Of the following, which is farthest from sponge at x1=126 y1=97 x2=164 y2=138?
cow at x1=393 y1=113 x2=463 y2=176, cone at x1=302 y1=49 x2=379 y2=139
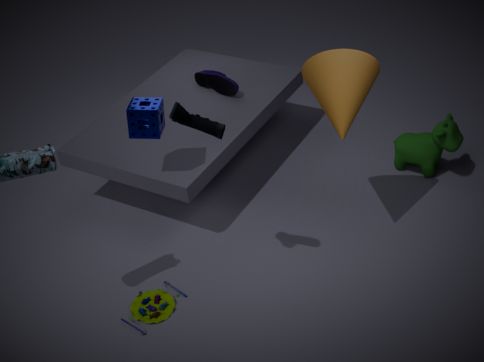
cow at x1=393 y1=113 x2=463 y2=176
